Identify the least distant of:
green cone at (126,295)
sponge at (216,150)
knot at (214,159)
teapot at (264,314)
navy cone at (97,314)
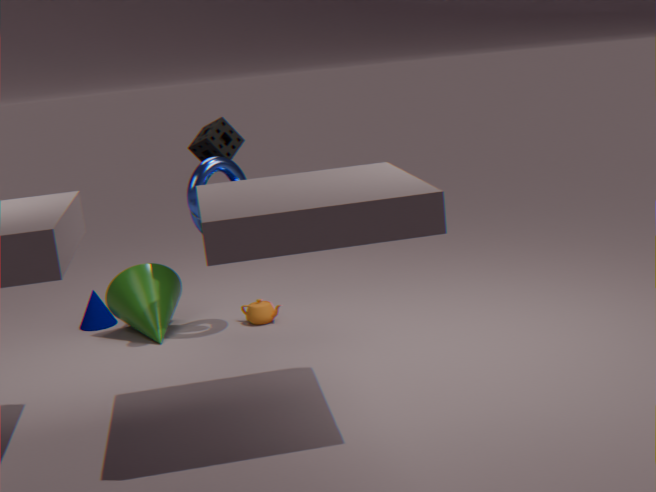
knot at (214,159)
